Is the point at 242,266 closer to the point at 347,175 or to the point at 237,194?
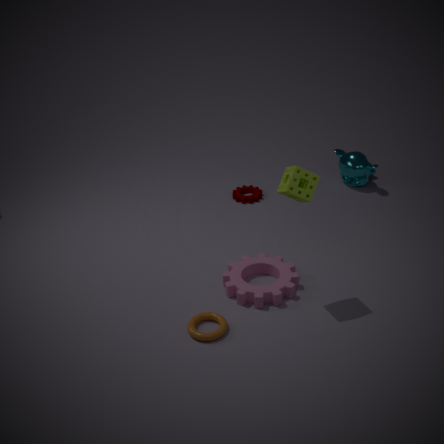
the point at 237,194
